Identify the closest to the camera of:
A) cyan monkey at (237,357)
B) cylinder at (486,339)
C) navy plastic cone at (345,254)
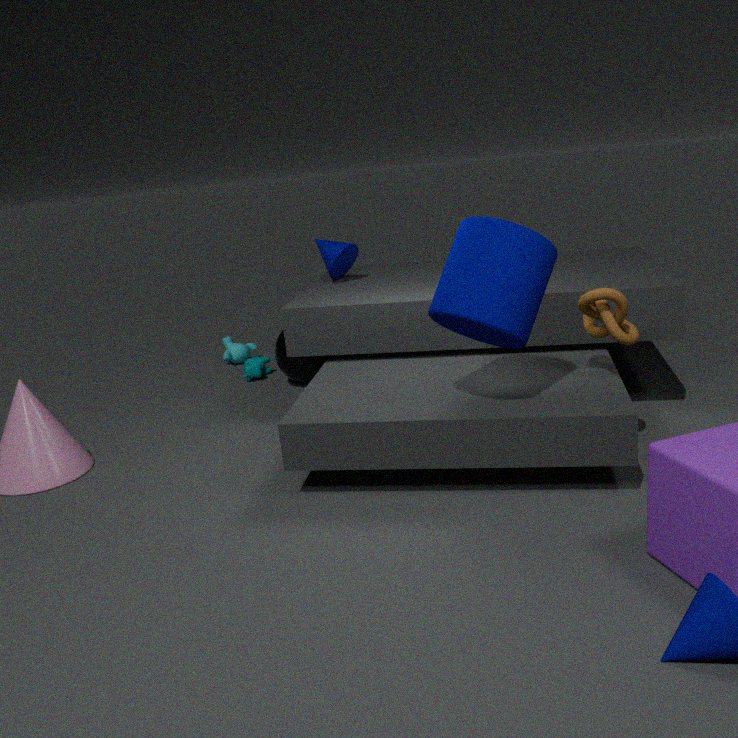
cylinder at (486,339)
